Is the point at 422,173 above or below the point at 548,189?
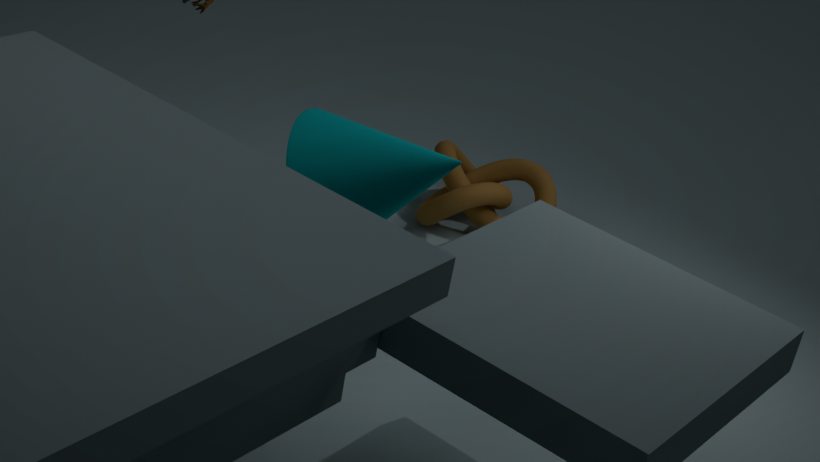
above
